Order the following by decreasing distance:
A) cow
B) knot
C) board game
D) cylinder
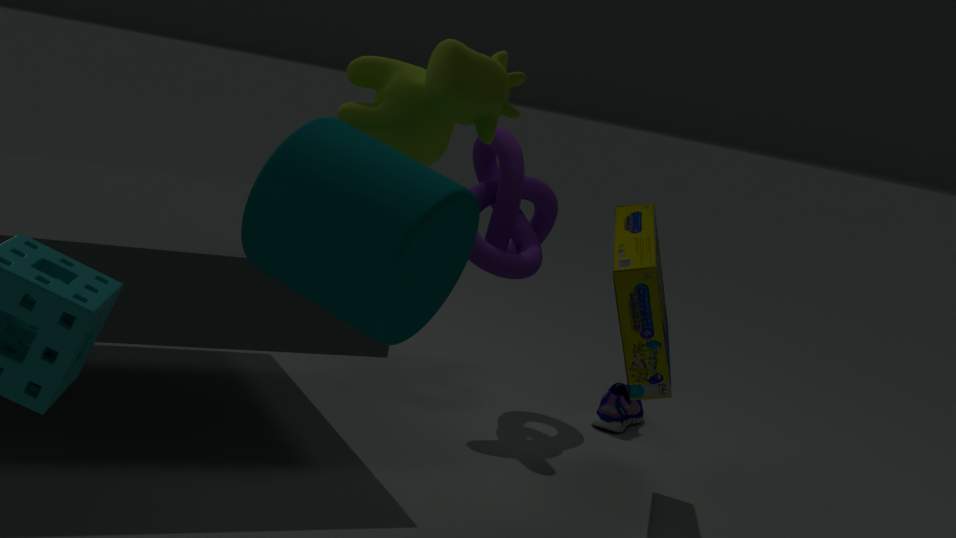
knot < board game < cow < cylinder
